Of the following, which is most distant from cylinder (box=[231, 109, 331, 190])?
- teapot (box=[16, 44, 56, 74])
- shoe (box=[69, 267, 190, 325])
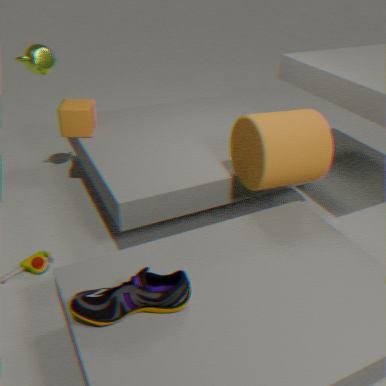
teapot (box=[16, 44, 56, 74])
